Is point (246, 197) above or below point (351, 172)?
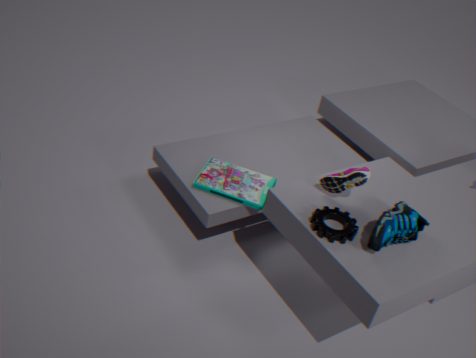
below
